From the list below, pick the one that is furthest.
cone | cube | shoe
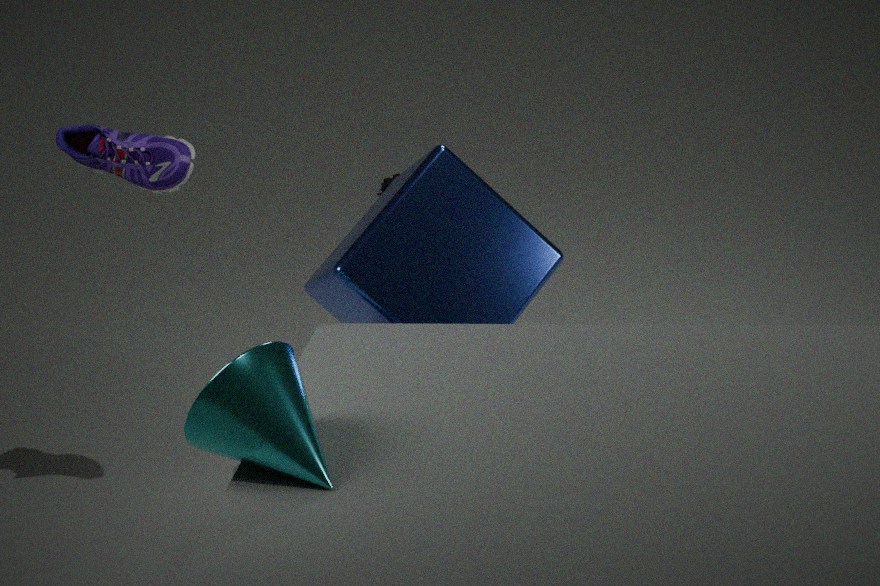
shoe
